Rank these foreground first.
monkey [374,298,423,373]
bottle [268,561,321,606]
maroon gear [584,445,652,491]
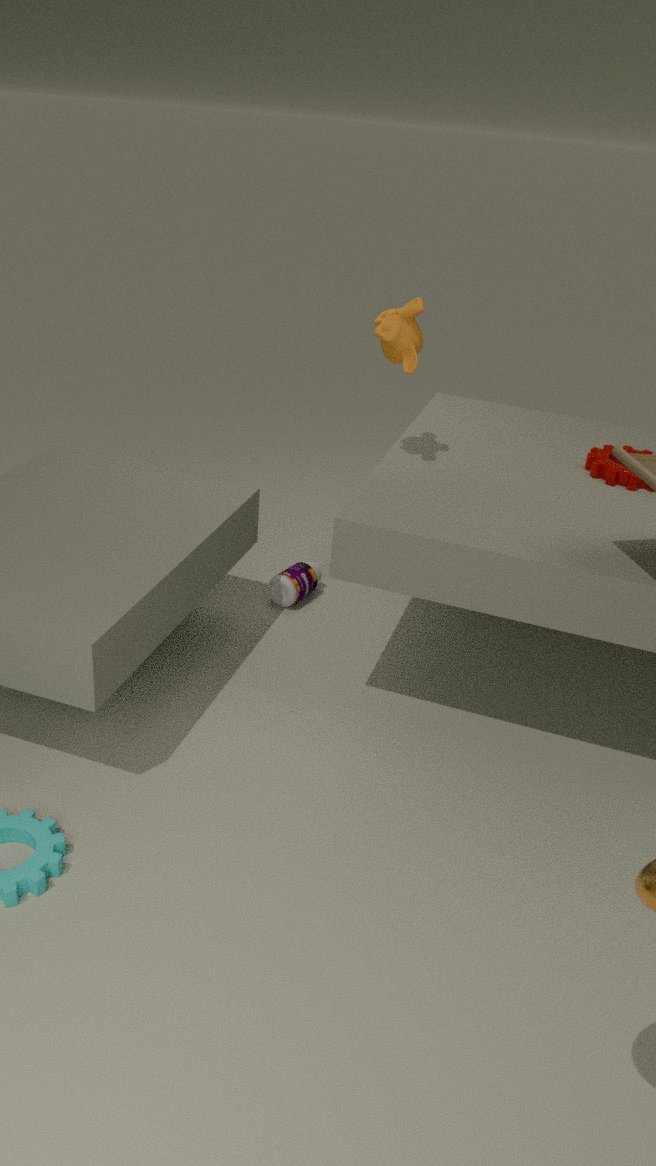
monkey [374,298,423,373] → maroon gear [584,445,652,491] → bottle [268,561,321,606]
